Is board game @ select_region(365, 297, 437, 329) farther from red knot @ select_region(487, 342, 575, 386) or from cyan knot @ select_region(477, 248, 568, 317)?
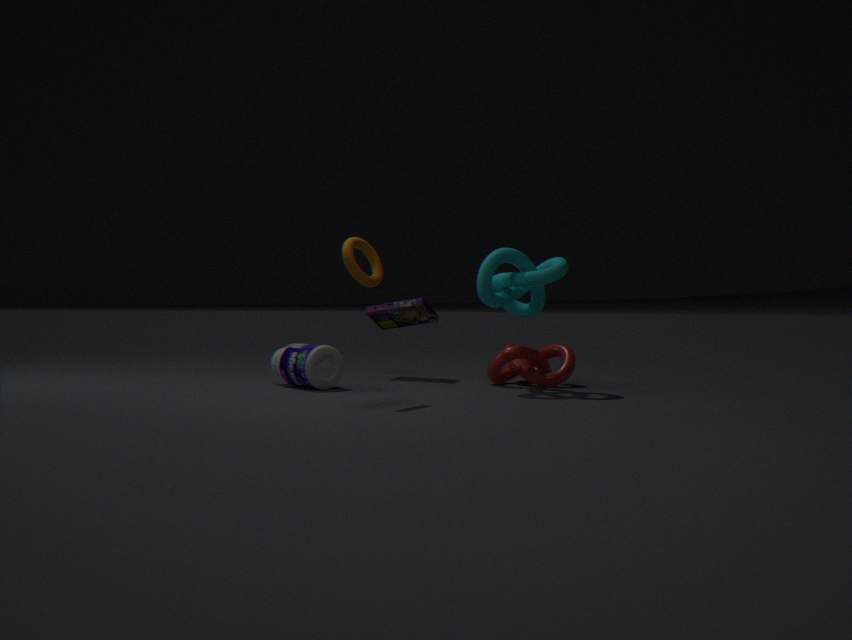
cyan knot @ select_region(477, 248, 568, 317)
